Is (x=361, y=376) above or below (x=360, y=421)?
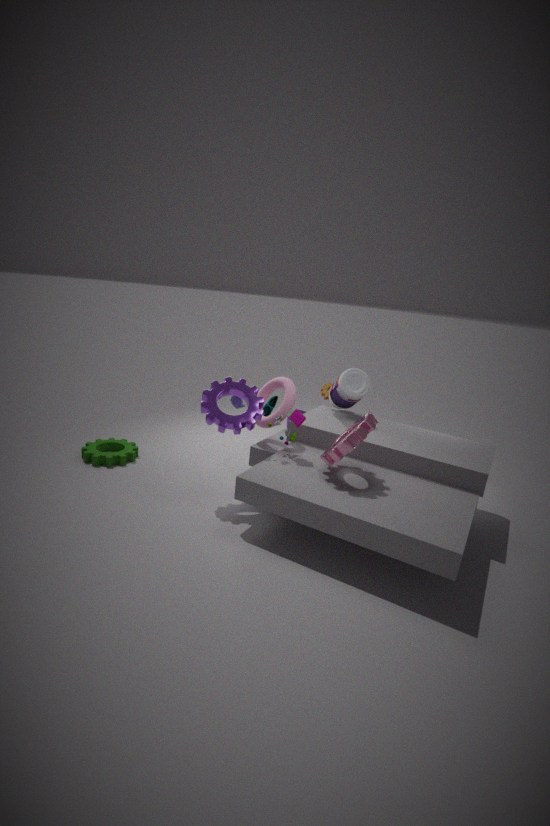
above
